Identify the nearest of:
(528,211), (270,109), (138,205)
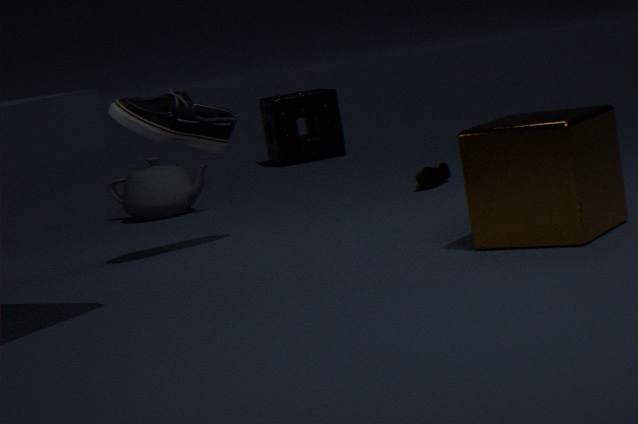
(528,211)
